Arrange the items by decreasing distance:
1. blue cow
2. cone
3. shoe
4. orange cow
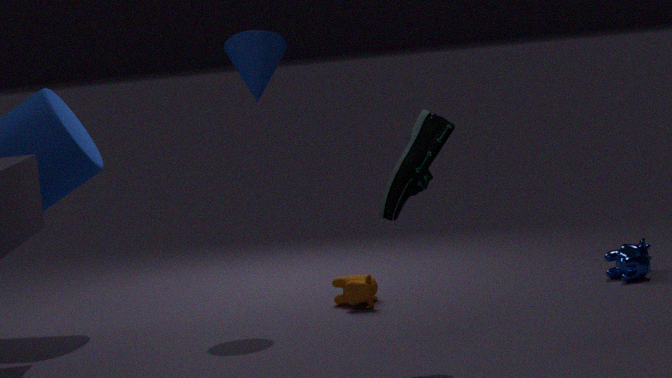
blue cow, orange cow, cone, shoe
